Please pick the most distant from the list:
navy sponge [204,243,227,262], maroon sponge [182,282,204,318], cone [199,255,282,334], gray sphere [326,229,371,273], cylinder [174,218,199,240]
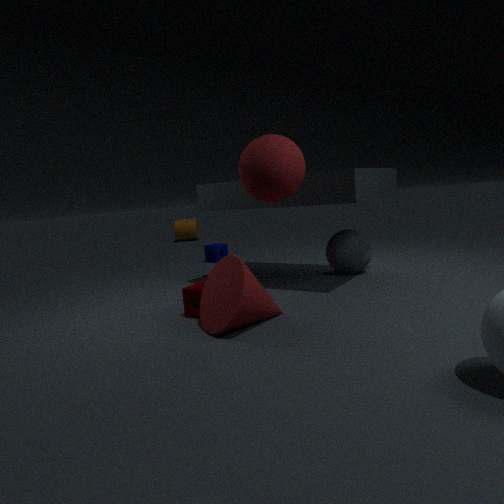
cylinder [174,218,199,240]
